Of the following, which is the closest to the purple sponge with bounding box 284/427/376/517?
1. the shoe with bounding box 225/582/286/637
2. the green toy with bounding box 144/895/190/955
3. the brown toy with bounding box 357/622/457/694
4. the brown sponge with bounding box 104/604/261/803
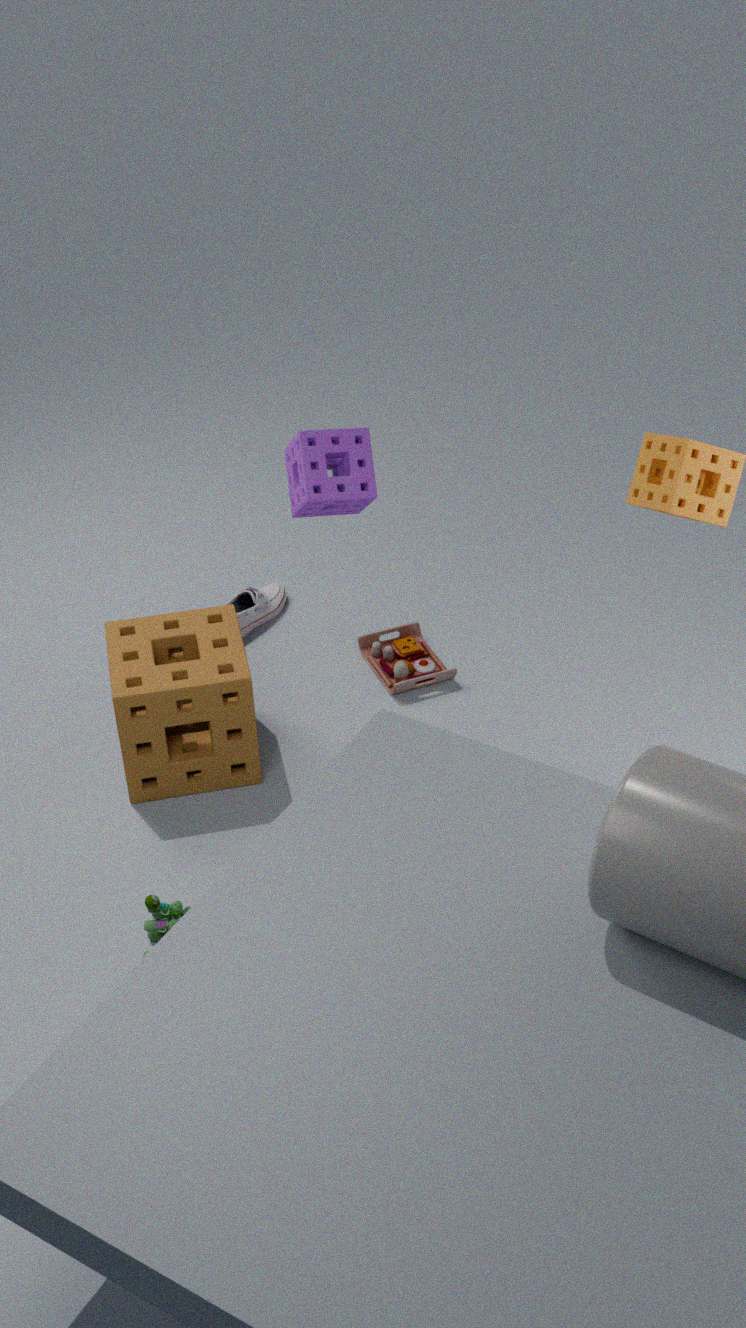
the brown sponge with bounding box 104/604/261/803
